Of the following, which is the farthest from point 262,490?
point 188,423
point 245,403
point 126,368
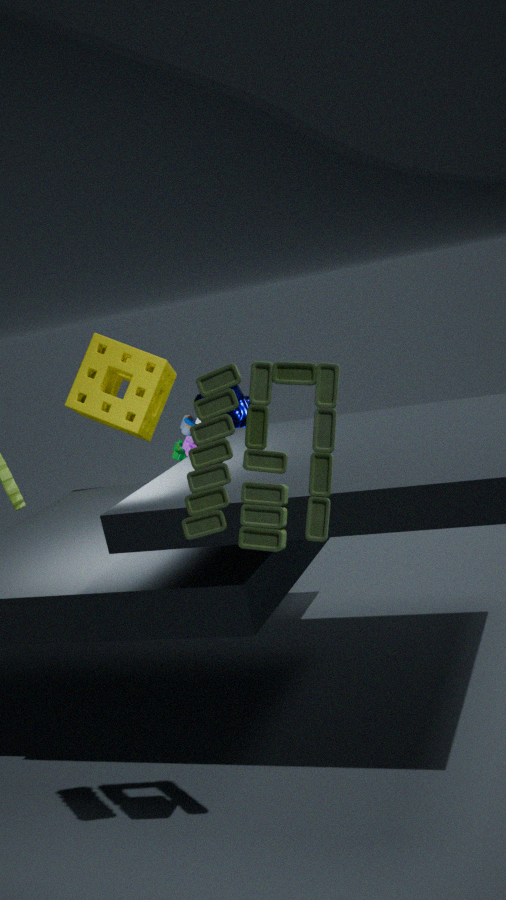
point 126,368
